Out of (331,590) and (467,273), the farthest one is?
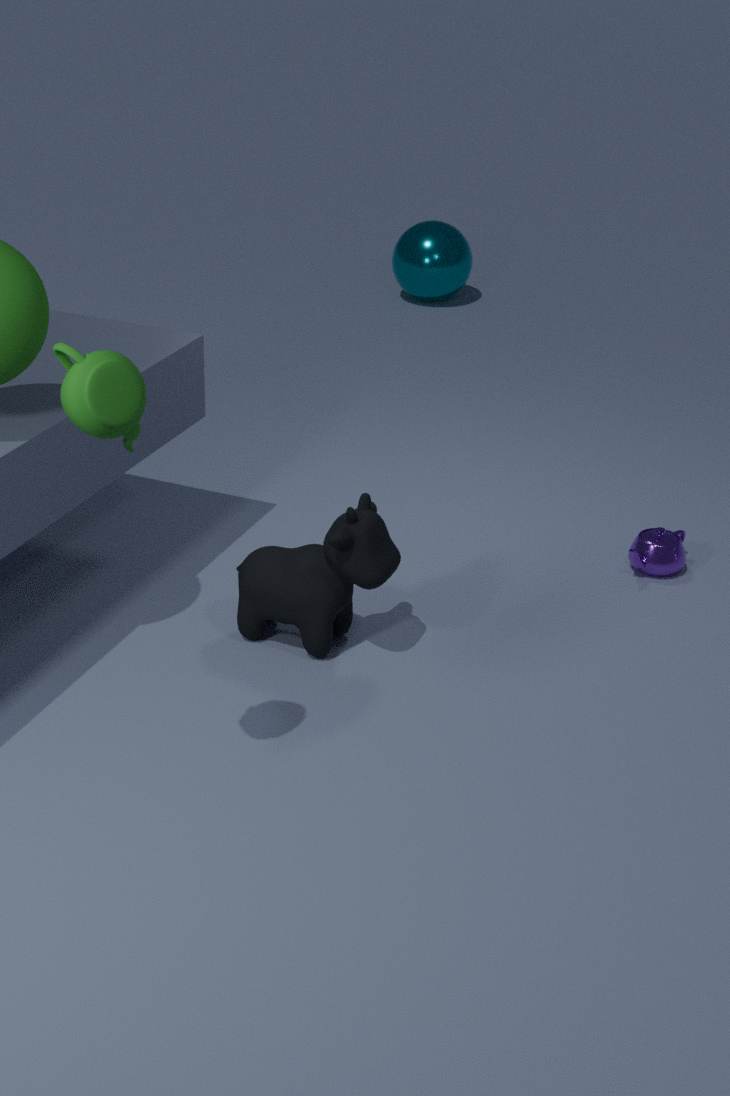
(467,273)
